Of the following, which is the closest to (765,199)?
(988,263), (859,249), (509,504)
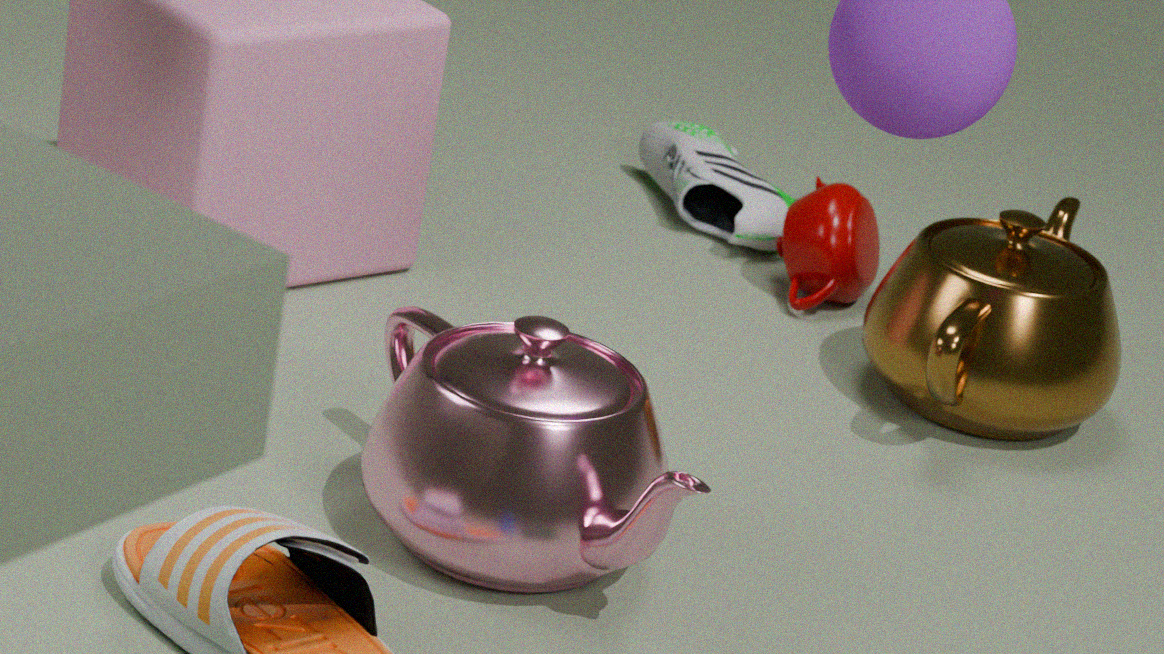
(859,249)
